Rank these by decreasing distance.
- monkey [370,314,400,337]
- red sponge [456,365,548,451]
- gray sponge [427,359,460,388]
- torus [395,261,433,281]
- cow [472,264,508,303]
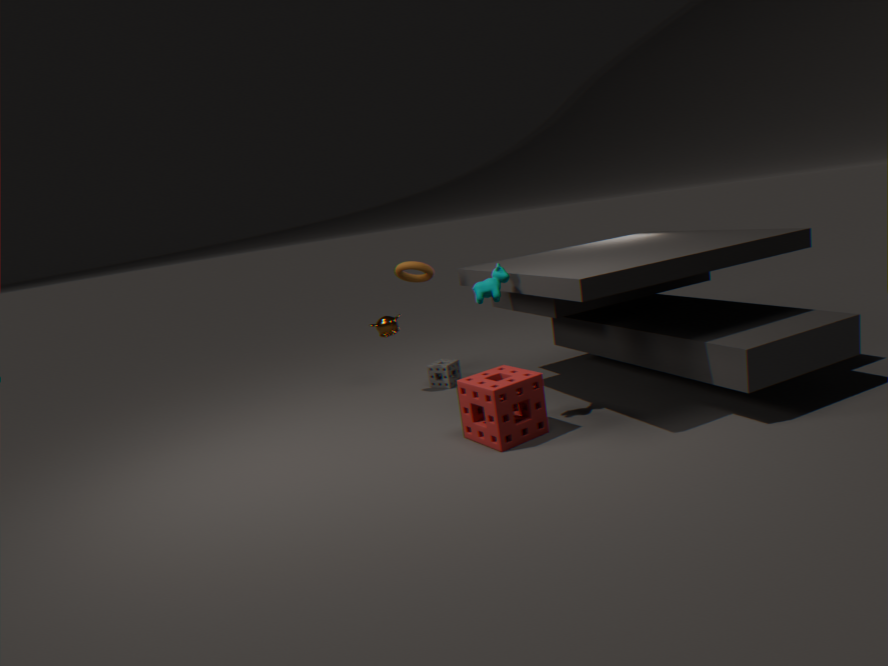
1. gray sponge [427,359,460,388]
2. monkey [370,314,400,337]
3. torus [395,261,433,281]
4. cow [472,264,508,303]
5. red sponge [456,365,548,451]
